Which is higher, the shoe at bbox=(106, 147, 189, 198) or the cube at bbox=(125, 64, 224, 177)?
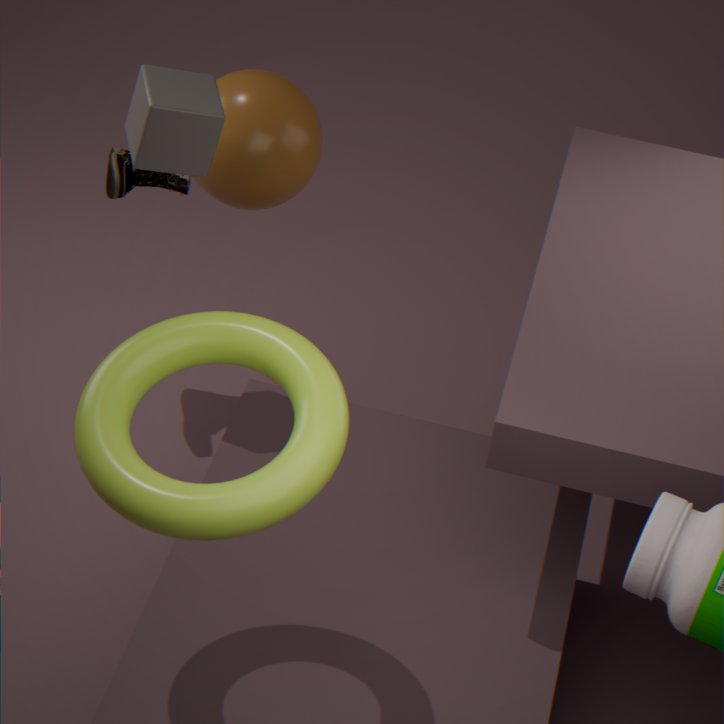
the cube at bbox=(125, 64, 224, 177)
